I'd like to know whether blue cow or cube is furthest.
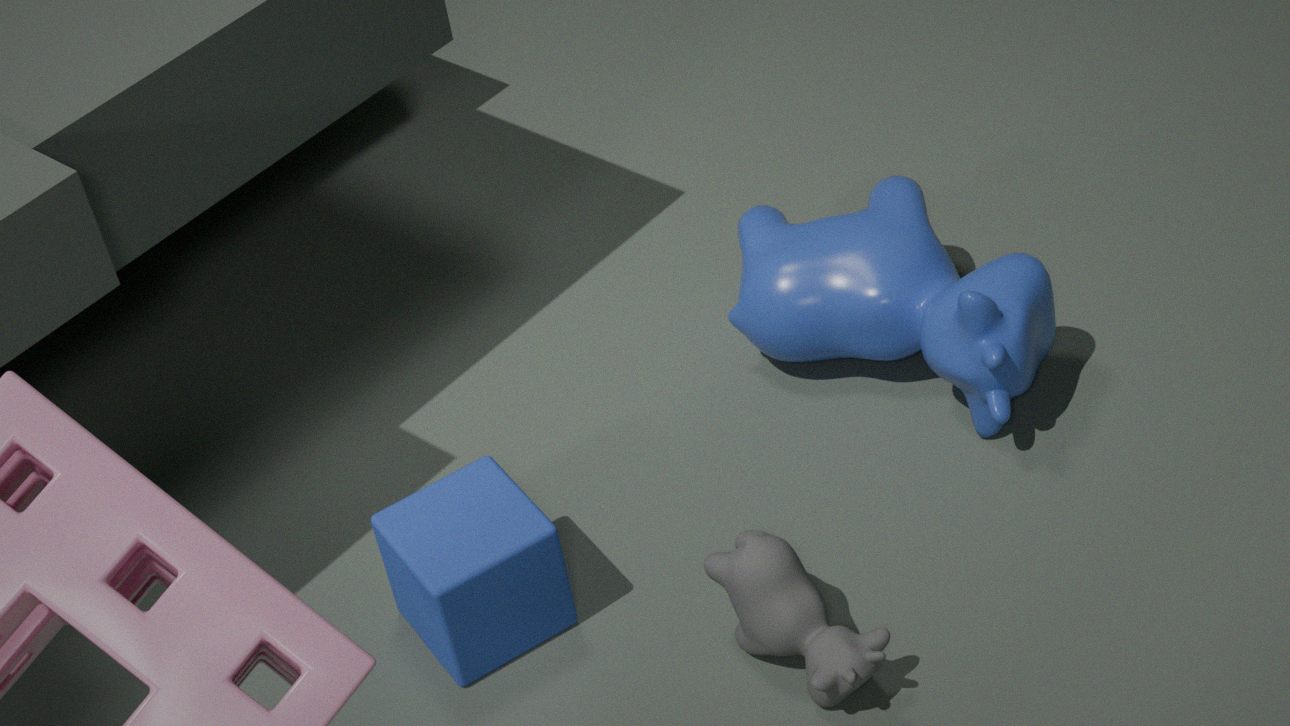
blue cow
